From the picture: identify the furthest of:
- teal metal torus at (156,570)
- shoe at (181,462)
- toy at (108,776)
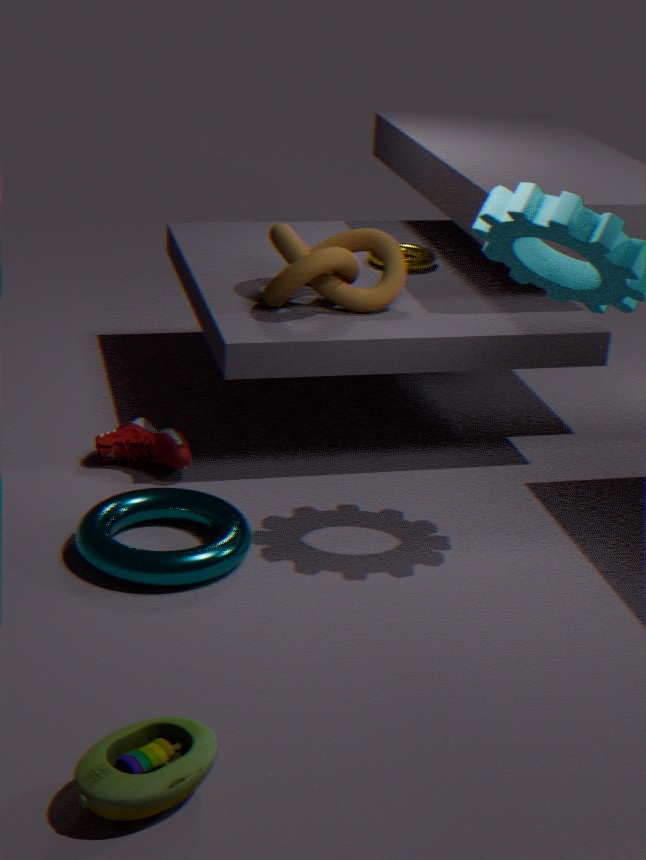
shoe at (181,462)
